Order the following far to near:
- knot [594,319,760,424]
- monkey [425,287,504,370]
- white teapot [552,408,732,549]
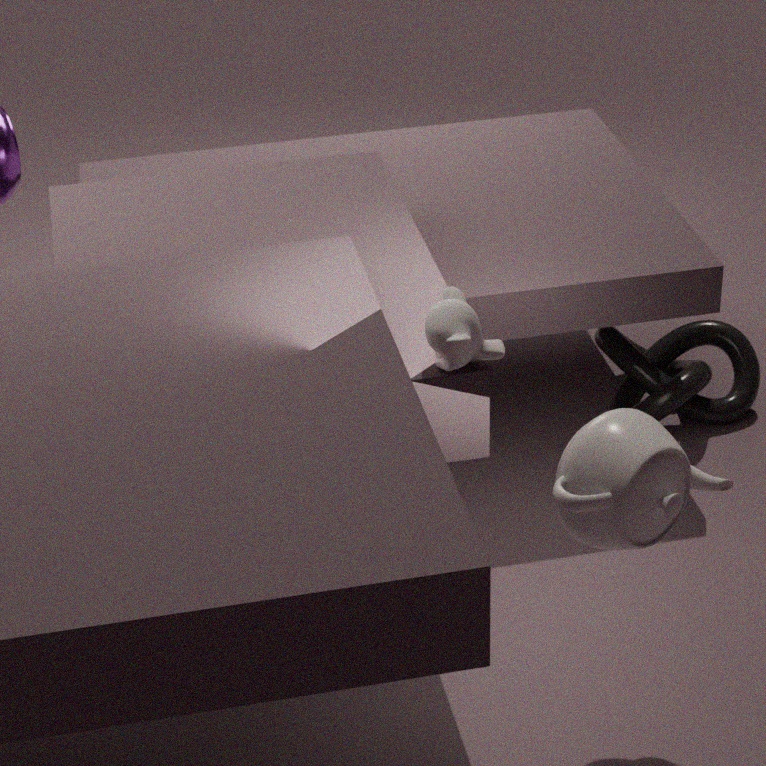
knot [594,319,760,424]
monkey [425,287,504,370]
white teapot [552,408,732,549]
